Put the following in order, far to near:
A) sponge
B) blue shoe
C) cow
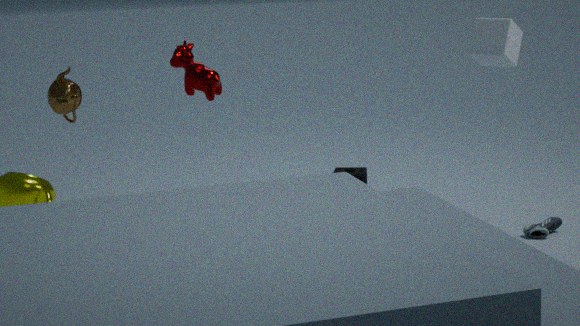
1. sponge
2. blue shoe
3. cow
